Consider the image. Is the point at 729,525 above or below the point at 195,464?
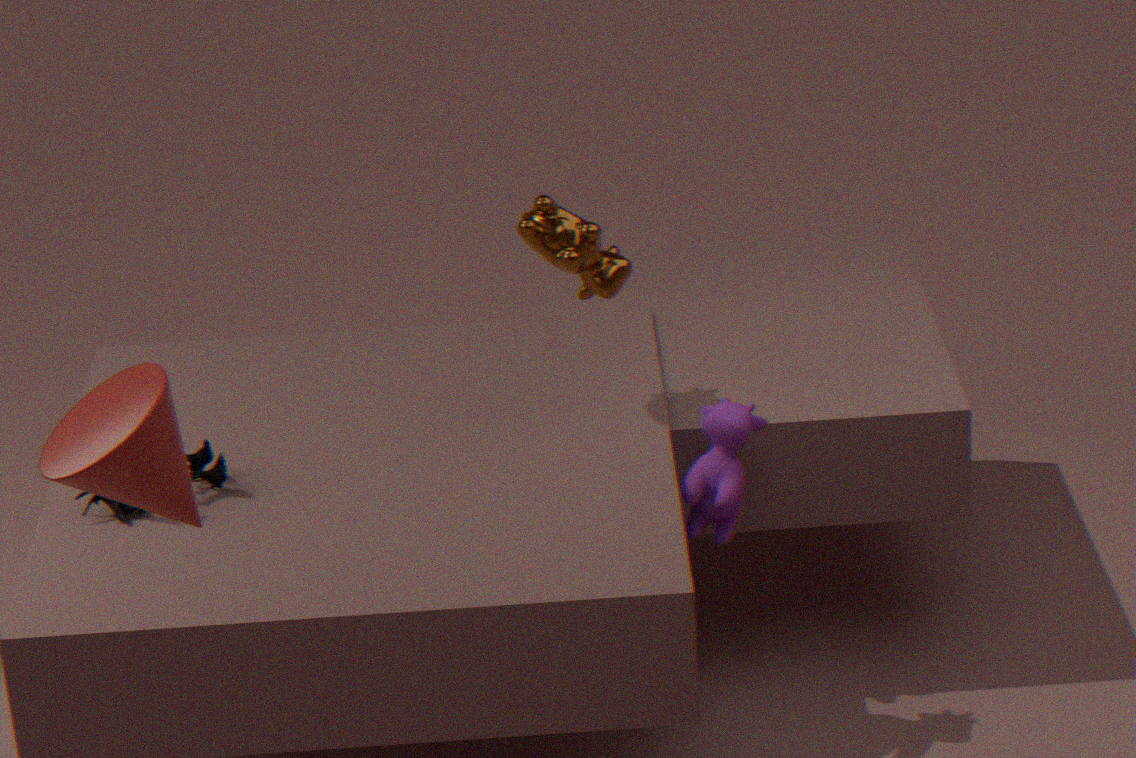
below
